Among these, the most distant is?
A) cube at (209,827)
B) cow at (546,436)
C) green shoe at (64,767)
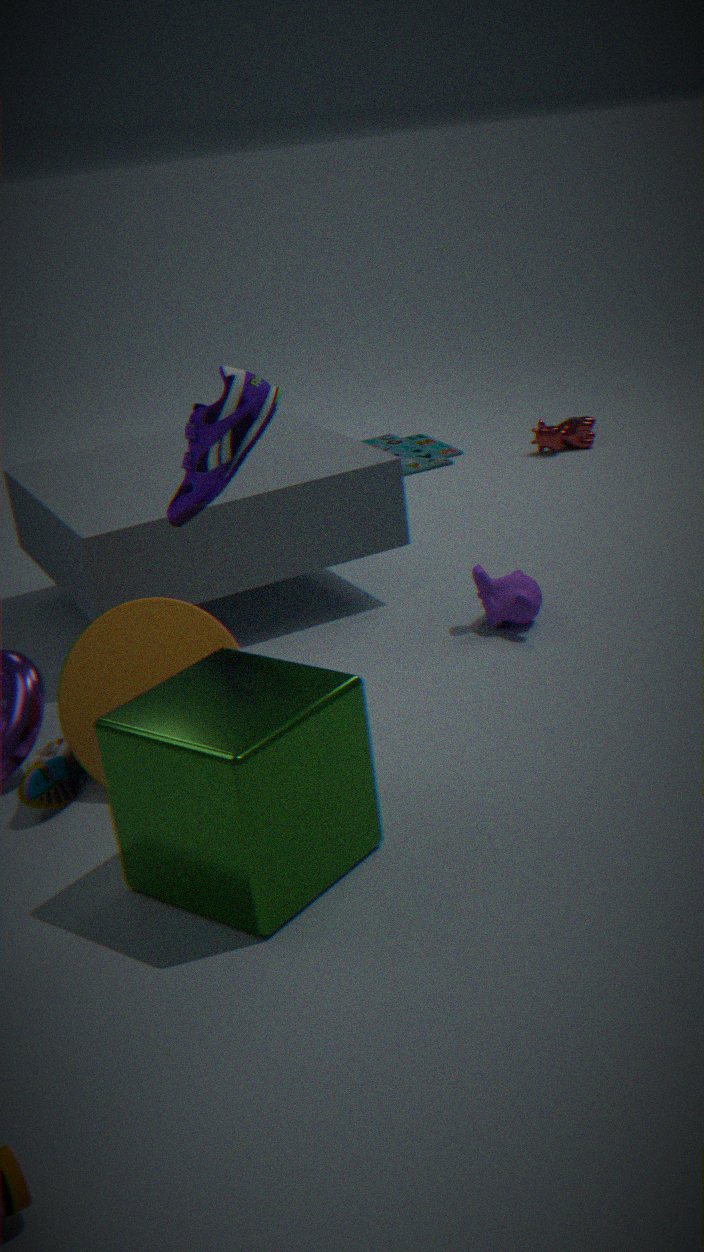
cow at (546,436)
